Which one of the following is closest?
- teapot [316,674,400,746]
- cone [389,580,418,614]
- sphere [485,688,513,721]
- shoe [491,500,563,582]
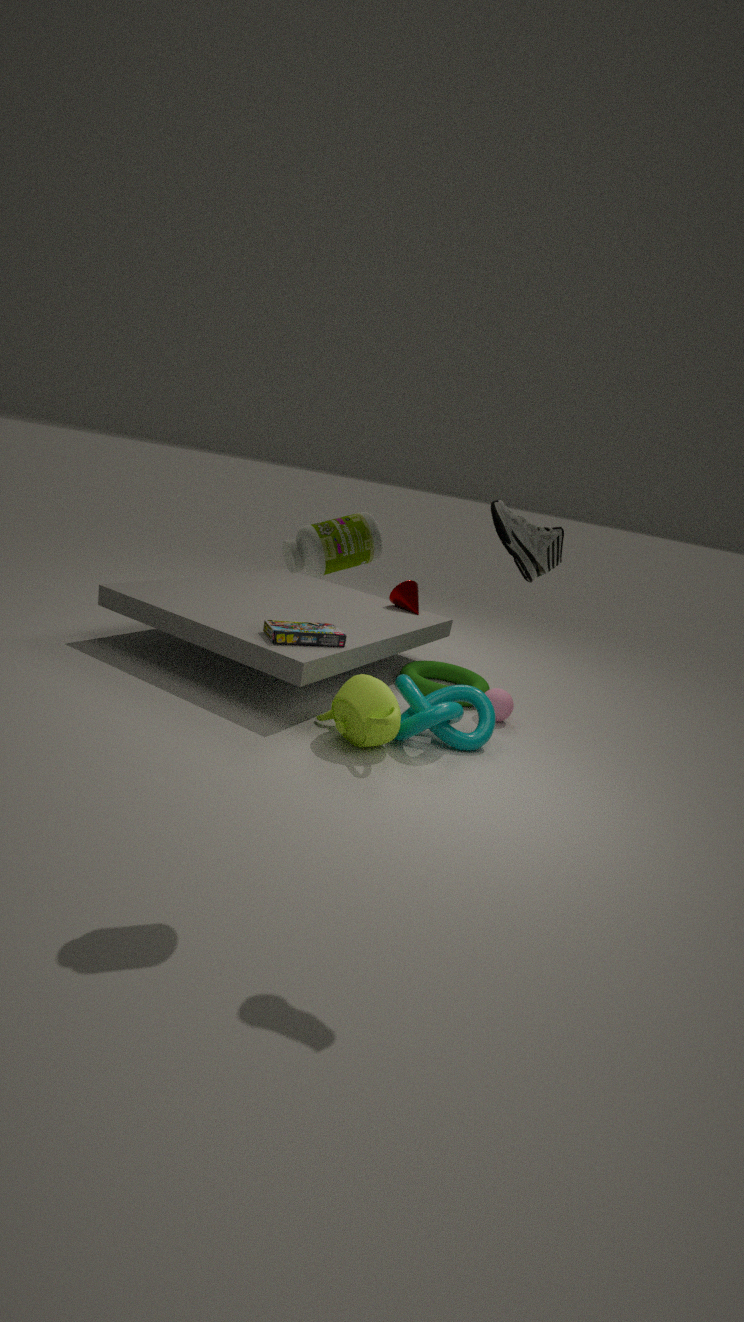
shoe [491,500,563,582]
